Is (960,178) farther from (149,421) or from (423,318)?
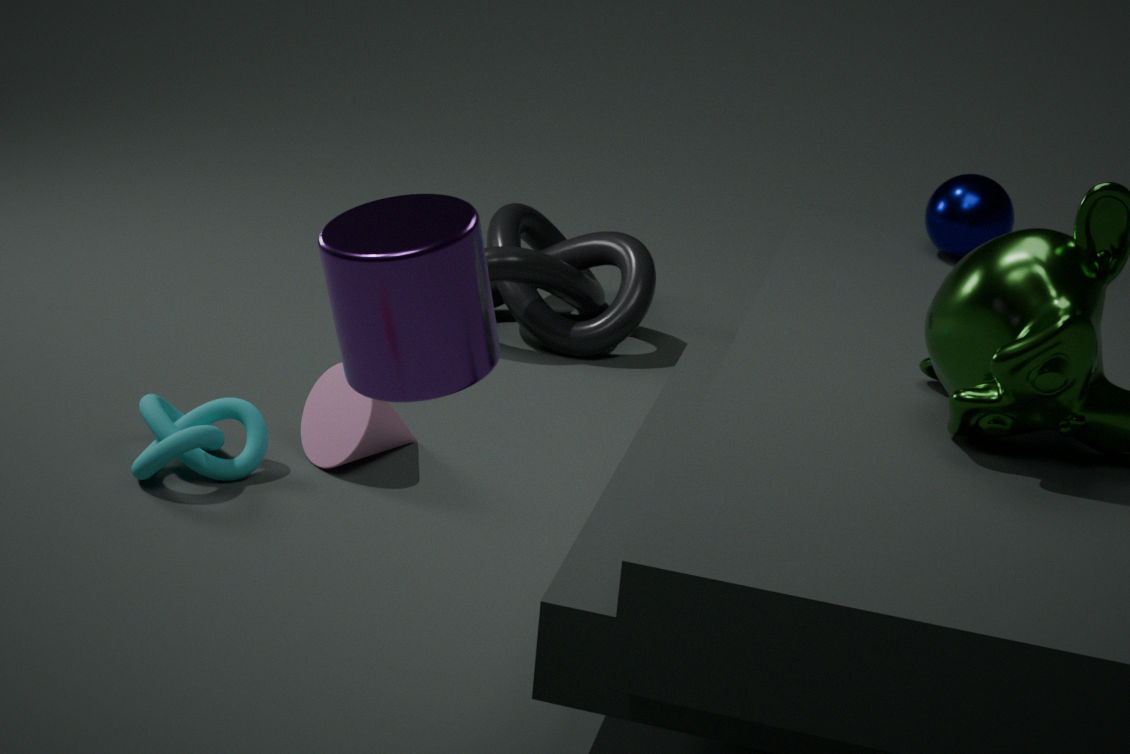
(423,318)
